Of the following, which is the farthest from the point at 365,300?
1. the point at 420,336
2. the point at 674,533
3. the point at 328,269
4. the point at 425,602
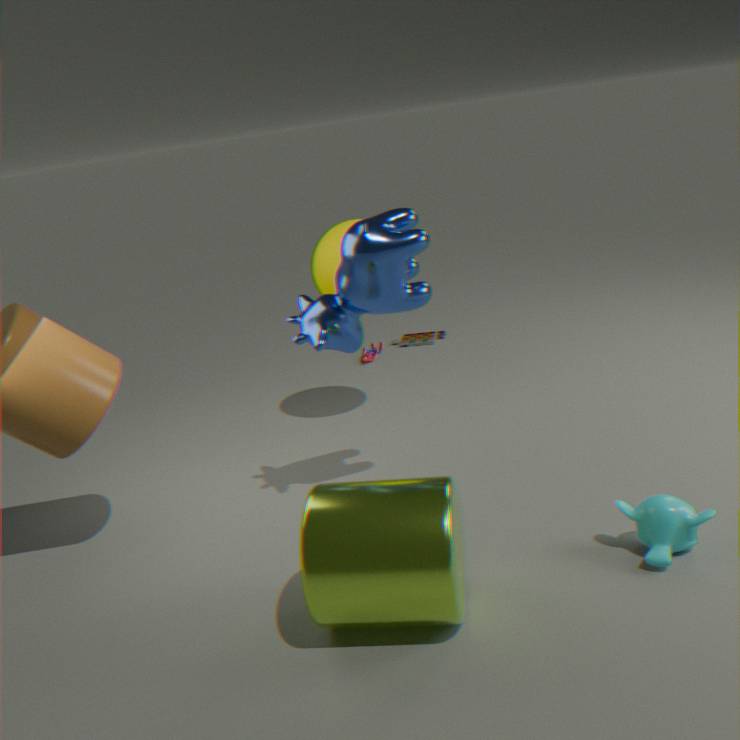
the point at 420,336
